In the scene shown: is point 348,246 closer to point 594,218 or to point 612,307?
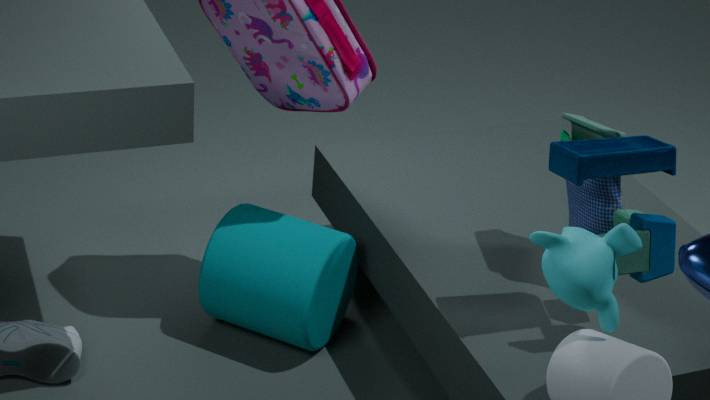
point 594,218
